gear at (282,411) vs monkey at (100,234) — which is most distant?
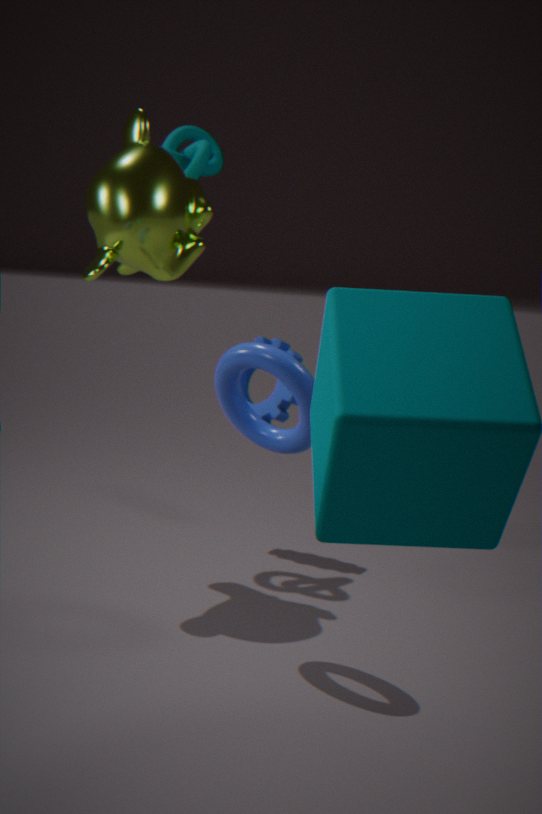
gear at (282,411)
